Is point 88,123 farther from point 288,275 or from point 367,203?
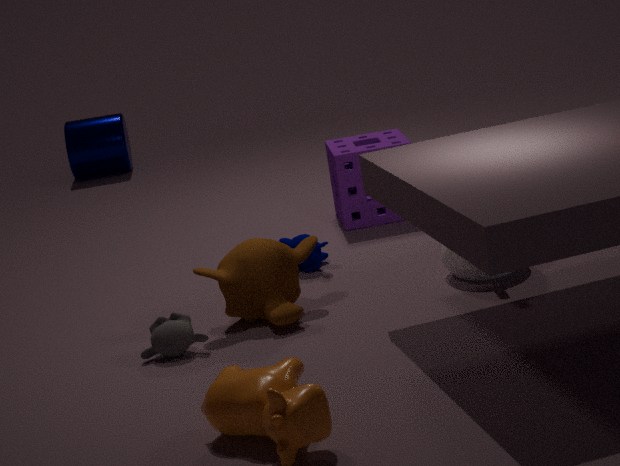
point 288,275
